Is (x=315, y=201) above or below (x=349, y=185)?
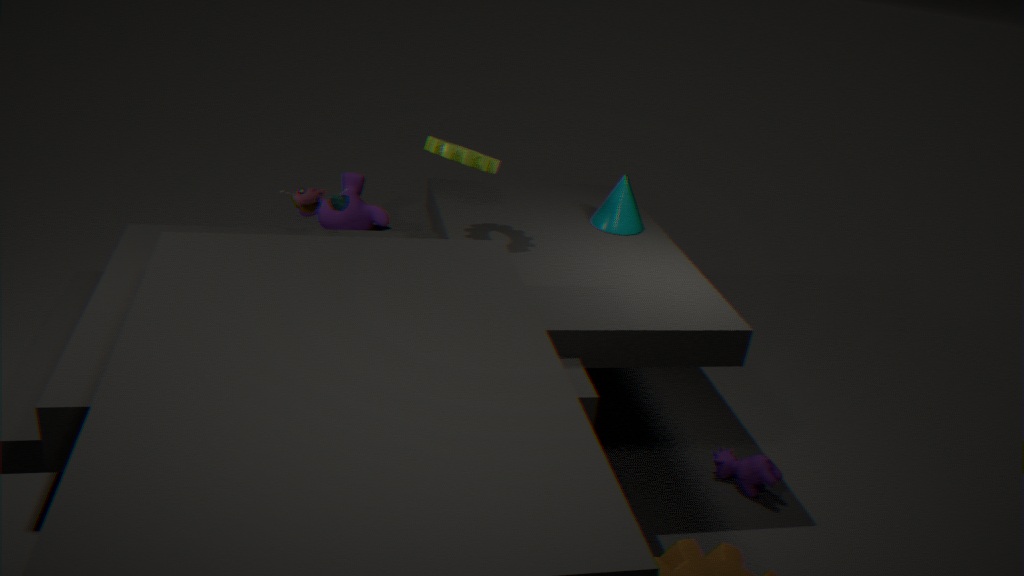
above
